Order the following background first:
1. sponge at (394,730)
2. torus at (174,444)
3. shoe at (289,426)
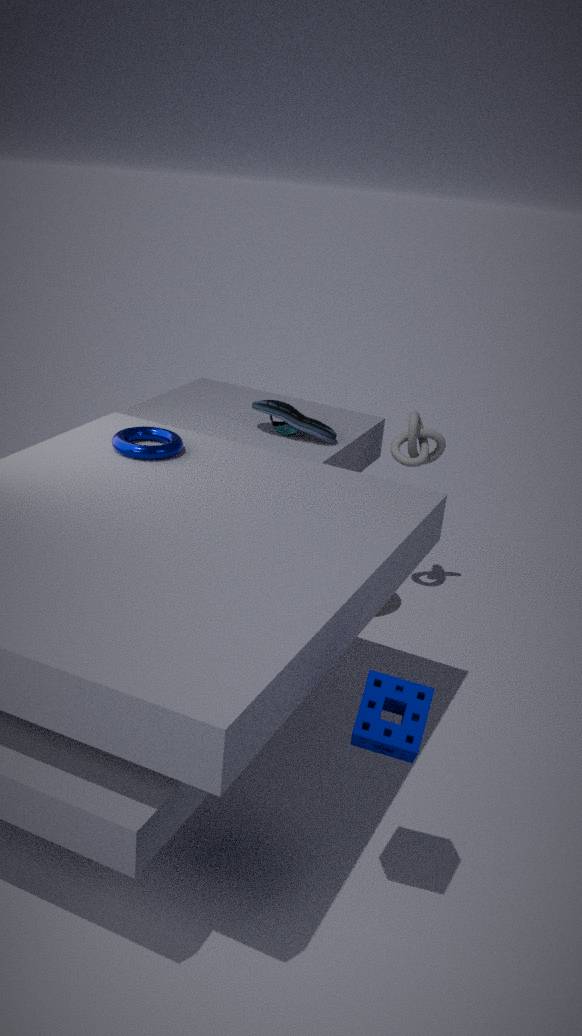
shoe at (289,426)
torus at (174,444)
sponge at (394,730)
